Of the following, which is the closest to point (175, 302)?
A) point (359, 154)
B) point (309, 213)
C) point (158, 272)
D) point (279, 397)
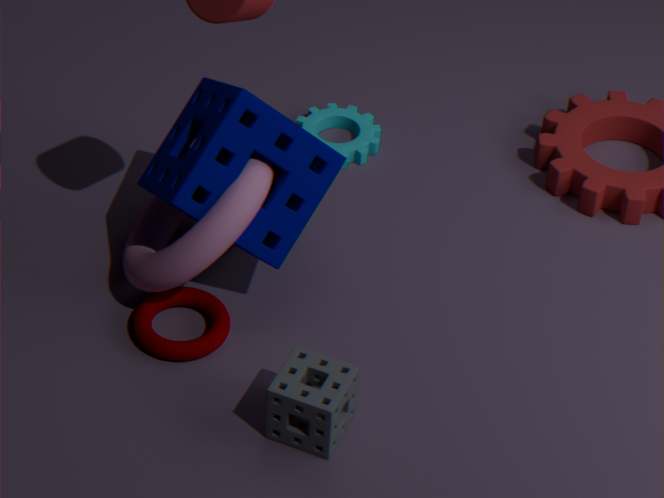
point (158, 272)
